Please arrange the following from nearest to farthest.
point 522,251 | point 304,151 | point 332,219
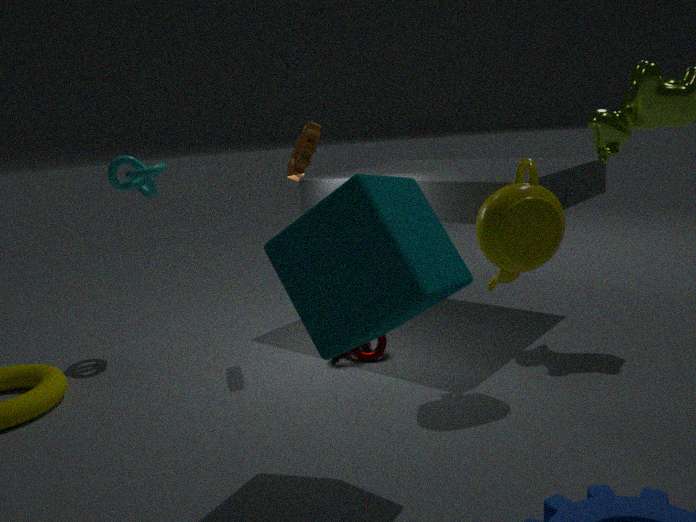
point 332,219, point 522,251, point 304,151
